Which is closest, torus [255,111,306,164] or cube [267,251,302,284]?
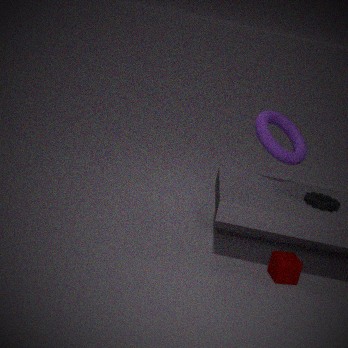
cube [267,251,302,284]
